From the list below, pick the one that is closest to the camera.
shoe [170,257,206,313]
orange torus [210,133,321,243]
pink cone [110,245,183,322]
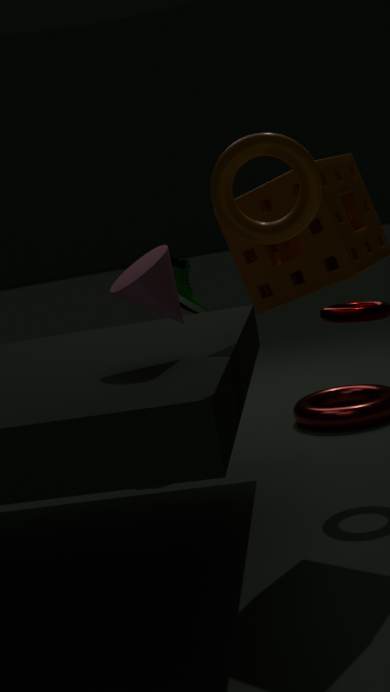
orange torus [210,133,321,243]
